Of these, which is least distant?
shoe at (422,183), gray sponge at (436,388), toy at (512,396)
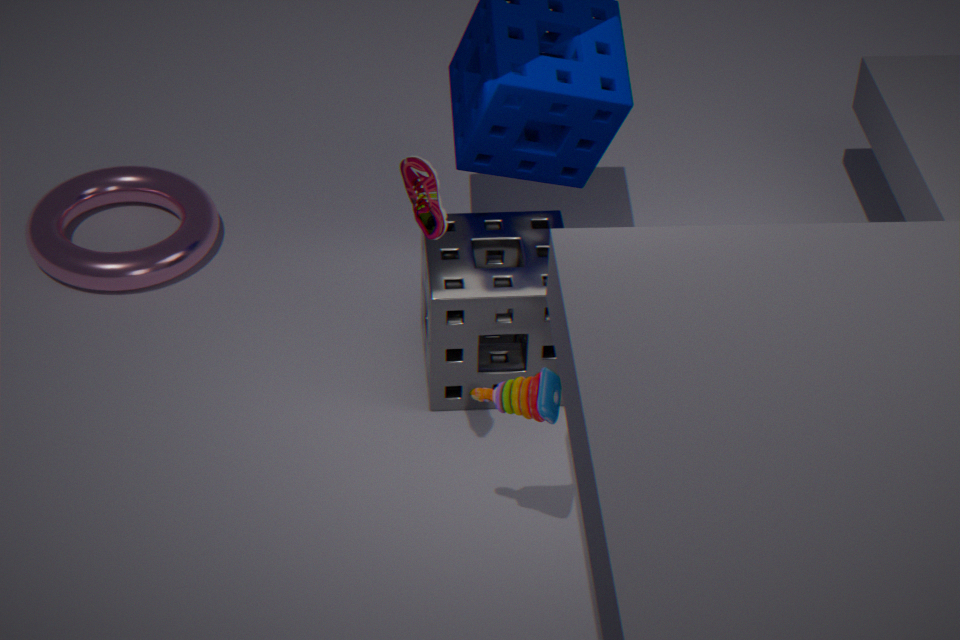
shoe at (422,183)
